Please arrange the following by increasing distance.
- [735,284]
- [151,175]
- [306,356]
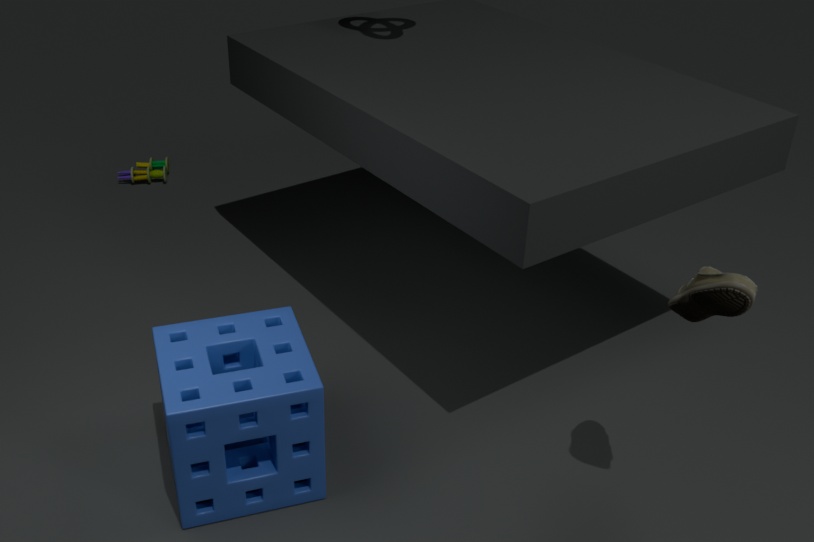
[735,284] → [306,356] → [151,175]
